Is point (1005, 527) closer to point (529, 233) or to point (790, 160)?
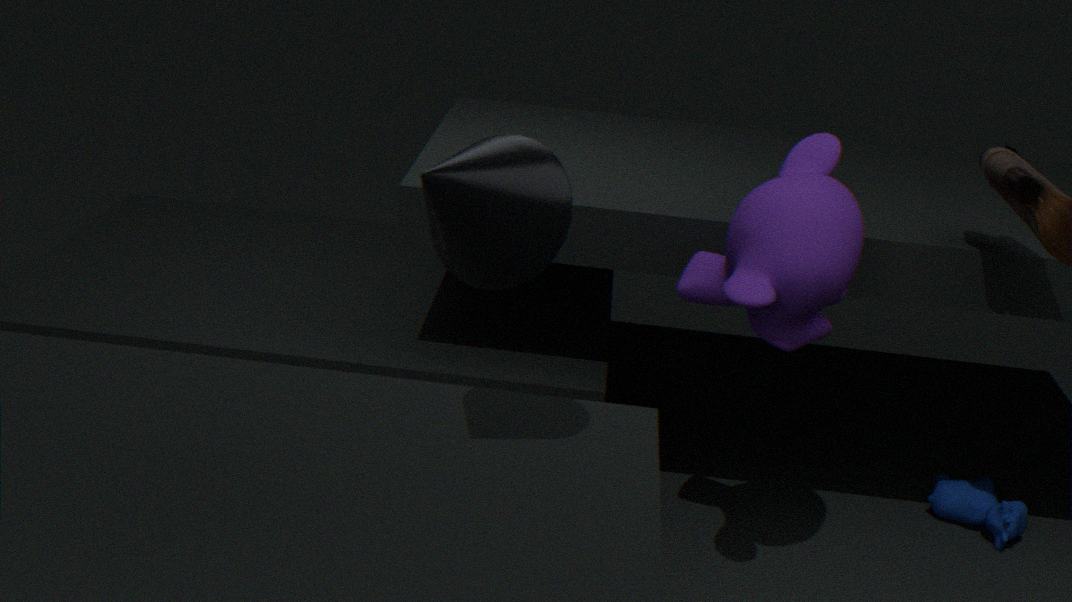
point (790, 160)
